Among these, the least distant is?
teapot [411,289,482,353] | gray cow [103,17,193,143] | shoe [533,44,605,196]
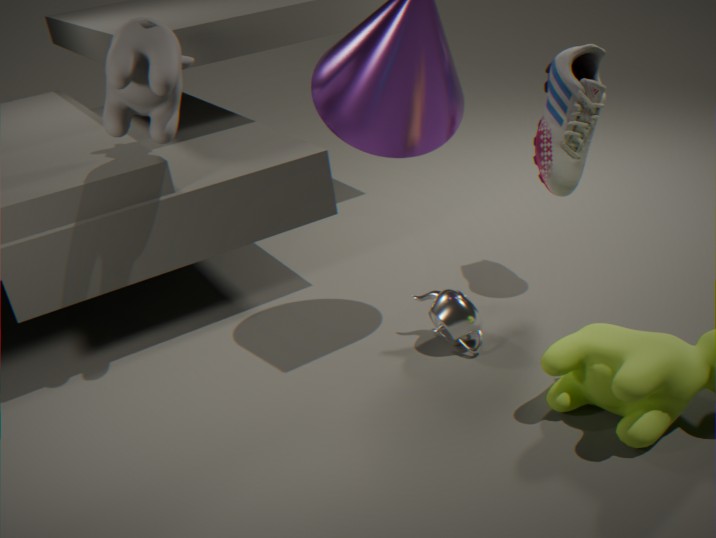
gray cow [103,17,193,143]
